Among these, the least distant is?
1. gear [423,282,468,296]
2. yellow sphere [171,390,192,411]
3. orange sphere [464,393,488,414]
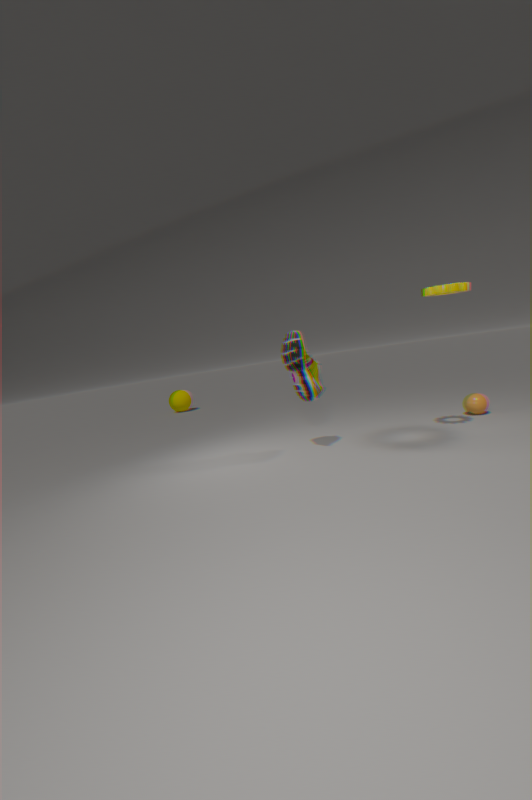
gear [423,282,468,296]
